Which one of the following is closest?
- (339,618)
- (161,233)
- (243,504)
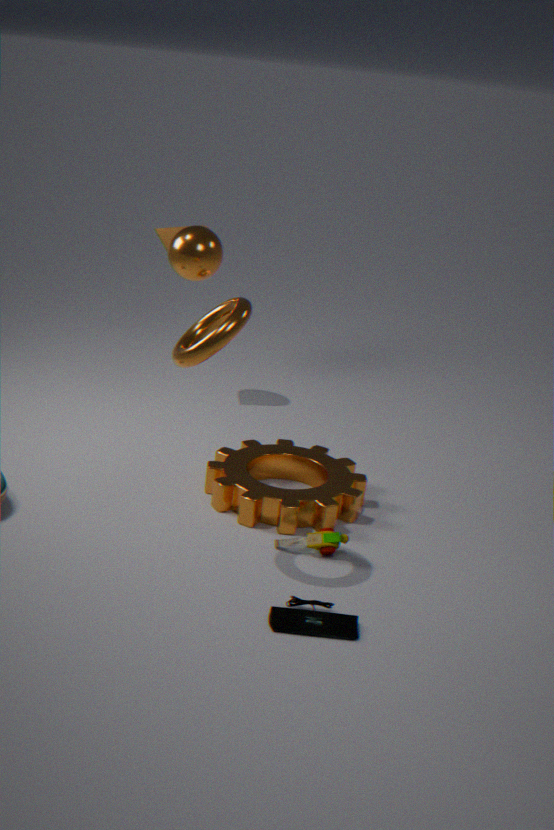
(339,618)
